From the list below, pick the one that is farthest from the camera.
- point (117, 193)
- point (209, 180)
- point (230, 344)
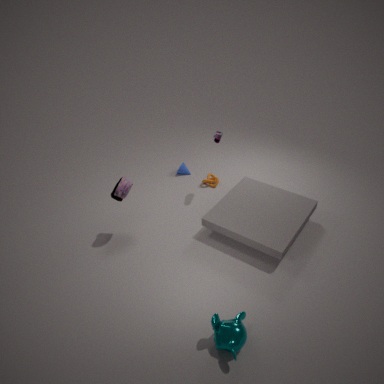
point (209, 180)
